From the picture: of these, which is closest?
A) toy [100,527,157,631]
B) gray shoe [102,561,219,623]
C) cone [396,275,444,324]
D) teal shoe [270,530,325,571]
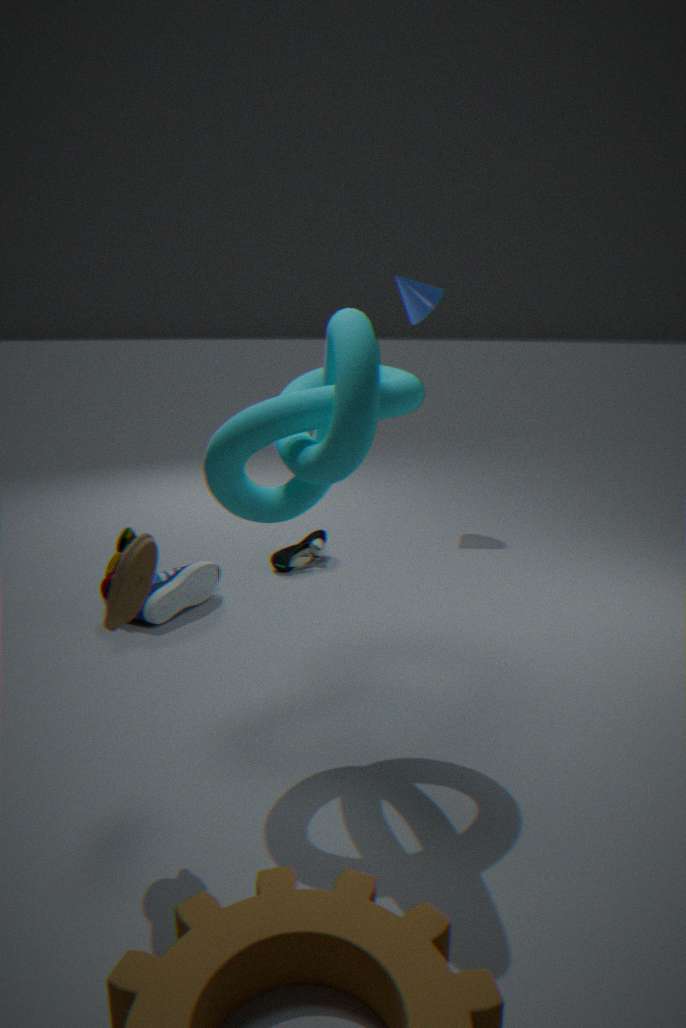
A. toy [100,527,157,631]
